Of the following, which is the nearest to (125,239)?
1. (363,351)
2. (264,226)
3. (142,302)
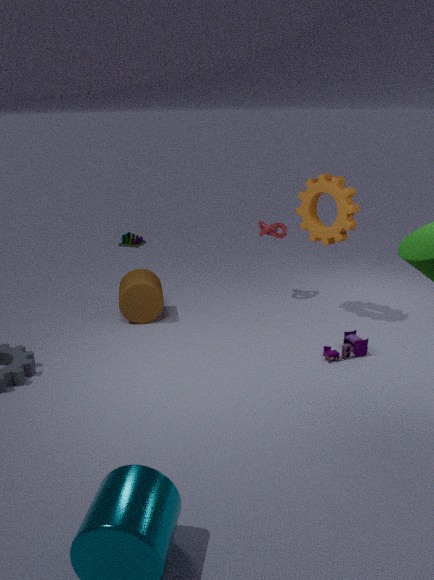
(142,302)
